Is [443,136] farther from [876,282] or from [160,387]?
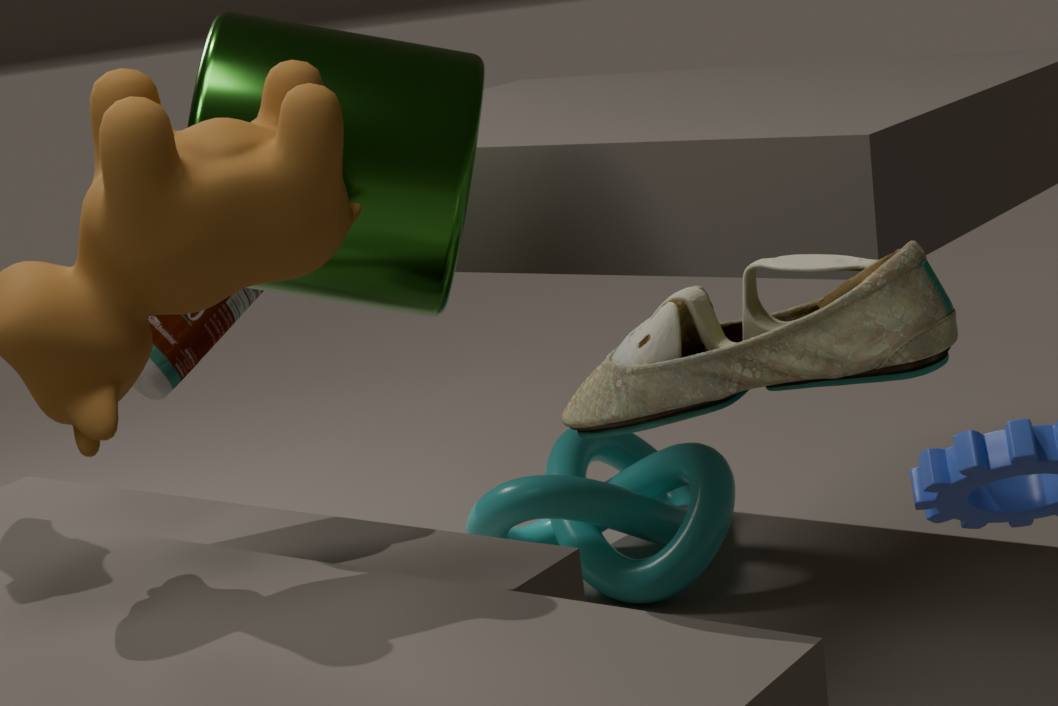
[876,282]
